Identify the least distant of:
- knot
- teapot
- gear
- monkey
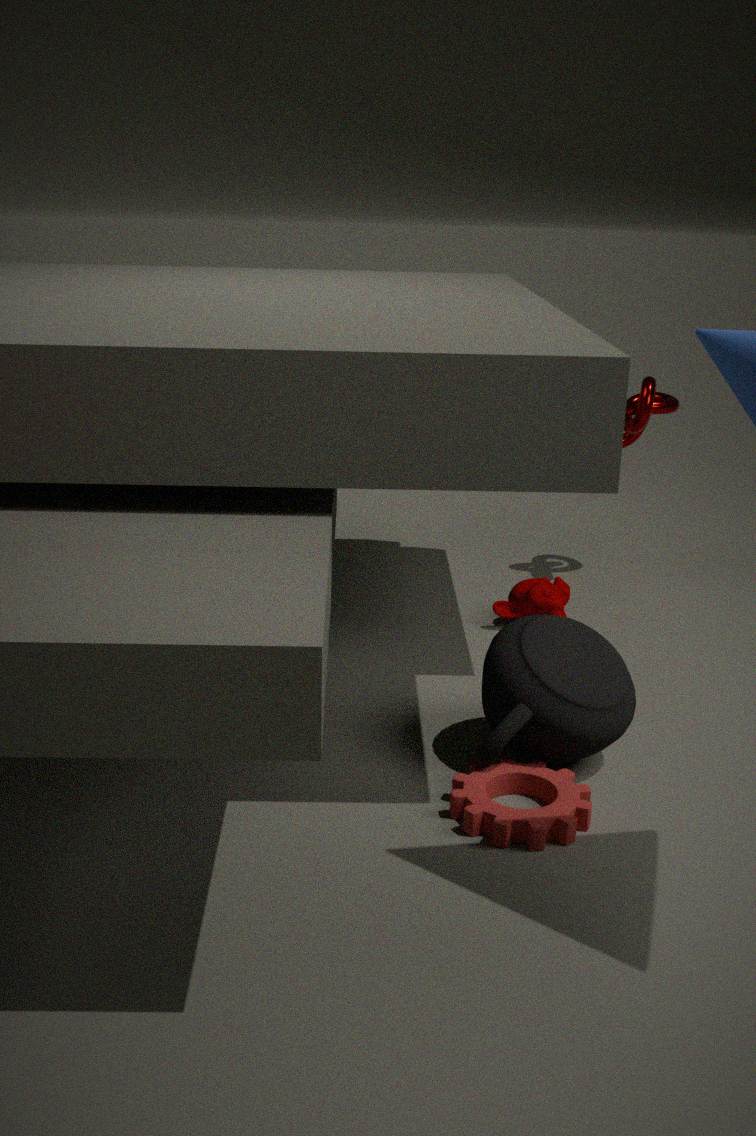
gear
